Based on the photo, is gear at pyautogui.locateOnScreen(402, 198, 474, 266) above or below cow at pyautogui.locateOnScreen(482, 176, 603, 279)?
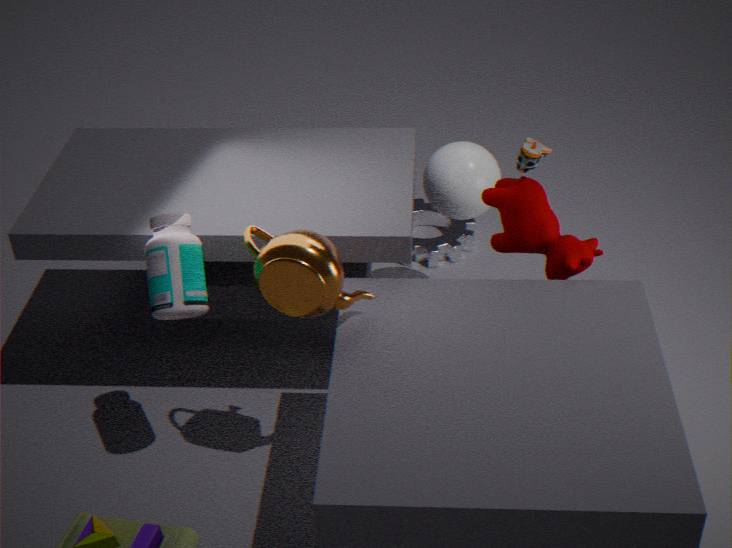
below
